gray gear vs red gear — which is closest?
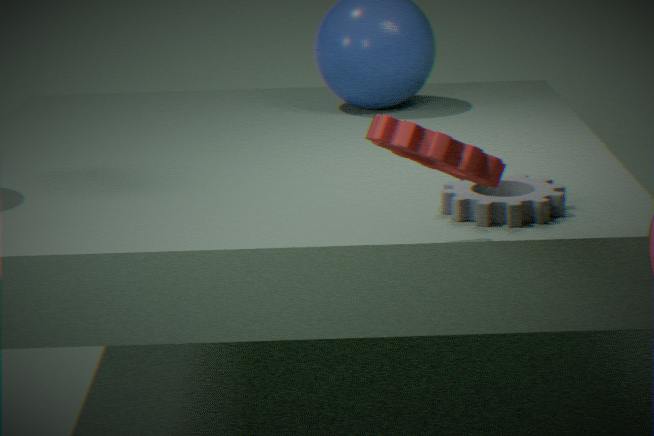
red gear
